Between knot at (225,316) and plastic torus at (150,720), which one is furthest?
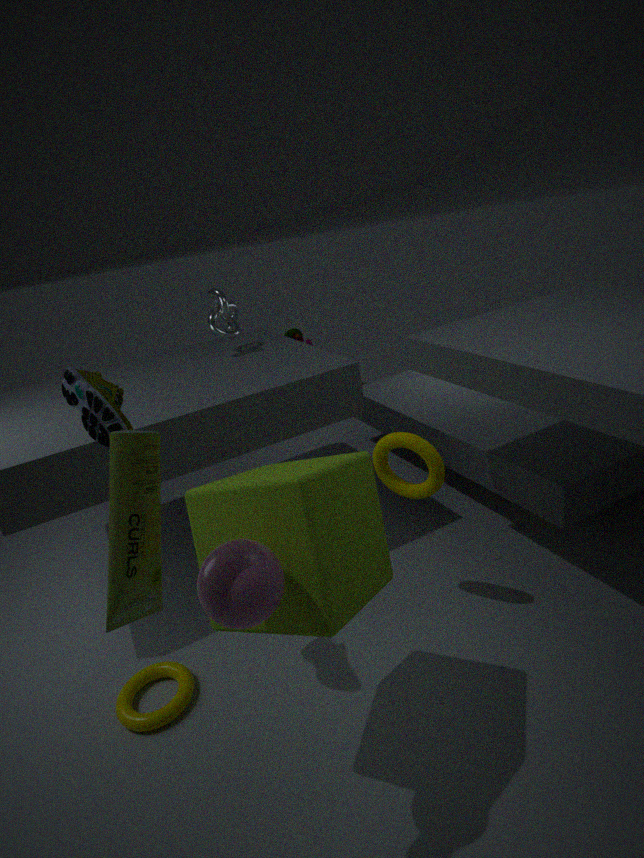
knot at (225,316)
